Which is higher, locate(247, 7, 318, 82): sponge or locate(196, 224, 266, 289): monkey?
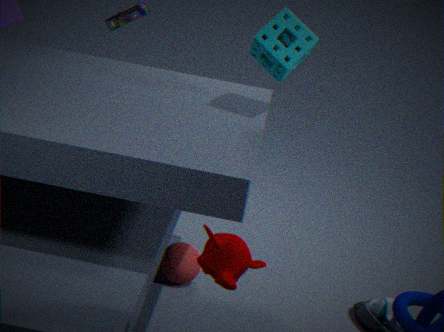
locate(247, 7, 318, 82): sponge
